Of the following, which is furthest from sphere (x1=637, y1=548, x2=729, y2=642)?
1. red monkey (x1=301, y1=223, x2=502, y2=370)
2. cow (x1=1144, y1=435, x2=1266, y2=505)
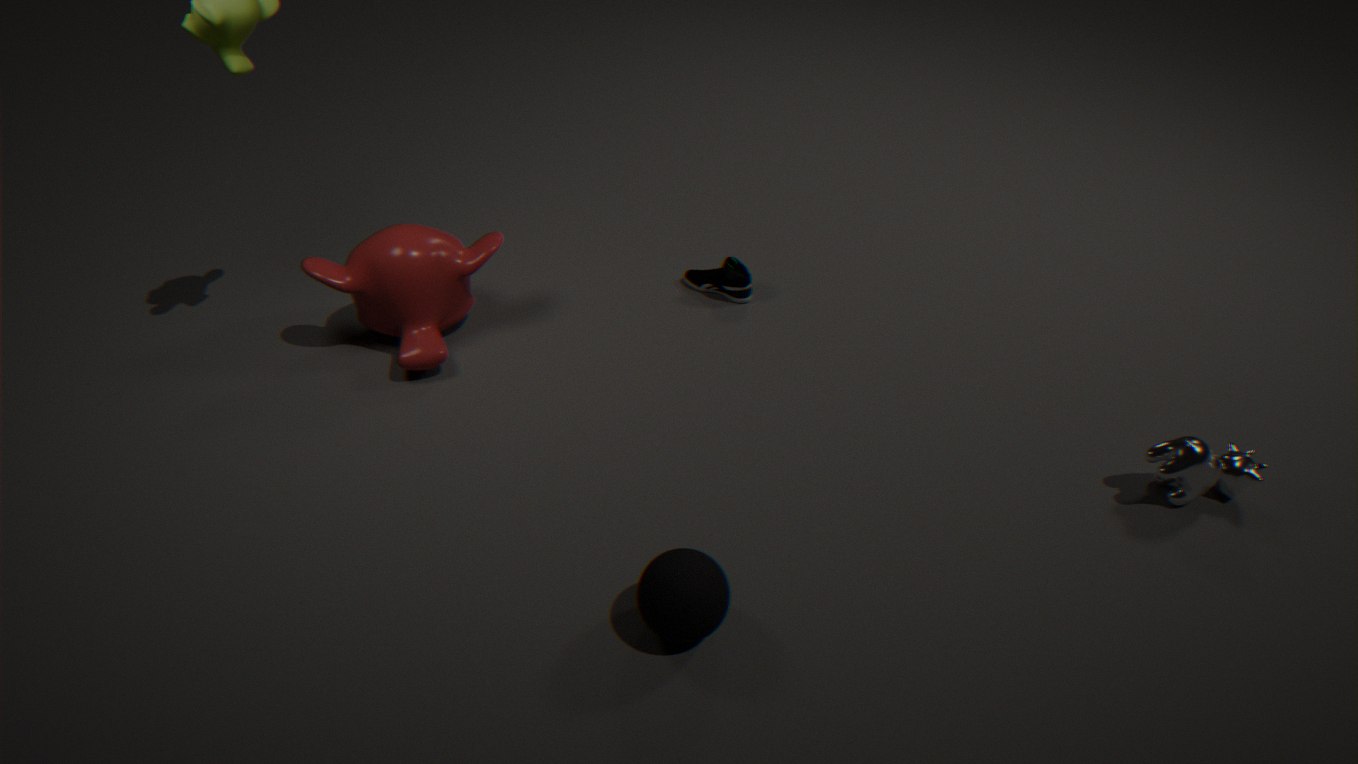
cow (x1=1144, y1=435, x2=1266, y2=505)
